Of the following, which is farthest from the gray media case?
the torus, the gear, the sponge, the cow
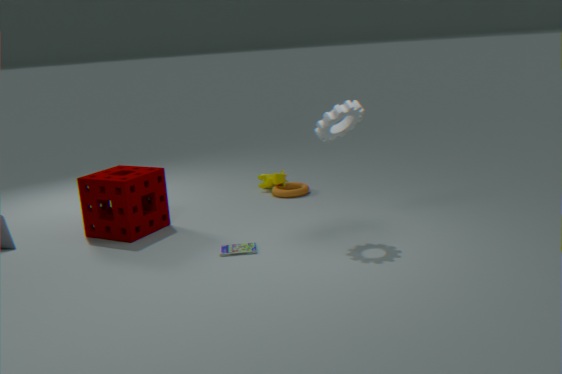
the cow
